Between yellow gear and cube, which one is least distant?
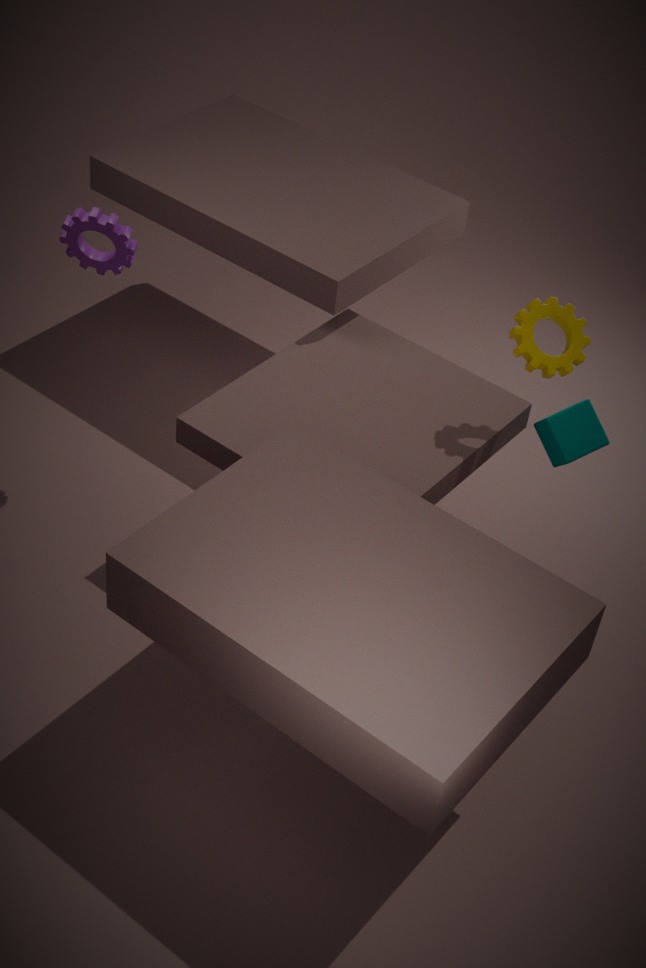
yellow gear
